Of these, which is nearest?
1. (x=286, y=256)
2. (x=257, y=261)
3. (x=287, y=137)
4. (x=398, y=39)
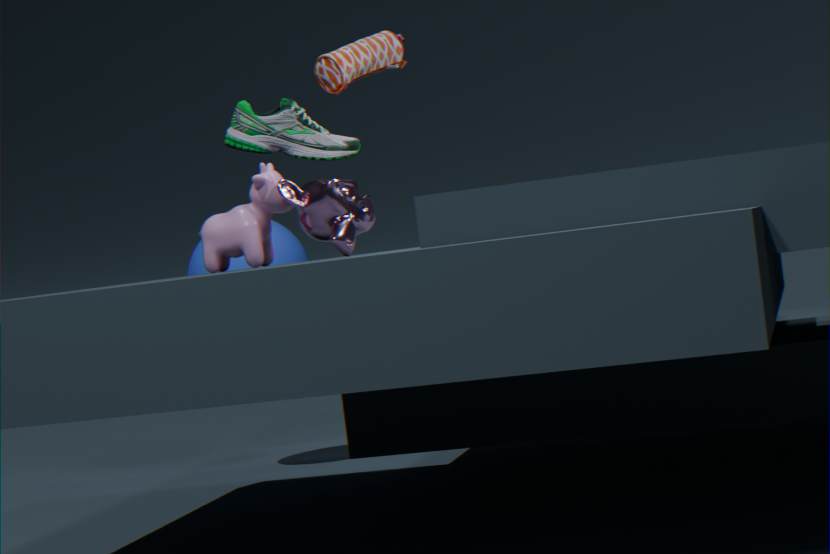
(x=287, y=137)
